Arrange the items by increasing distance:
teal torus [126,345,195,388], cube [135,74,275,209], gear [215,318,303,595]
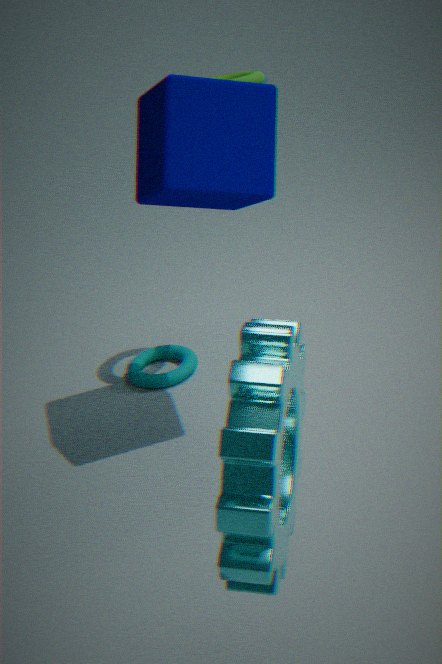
gear [215,318,303,595] < cube [135,74,275,209] < teal torus [126,345,195,388]
